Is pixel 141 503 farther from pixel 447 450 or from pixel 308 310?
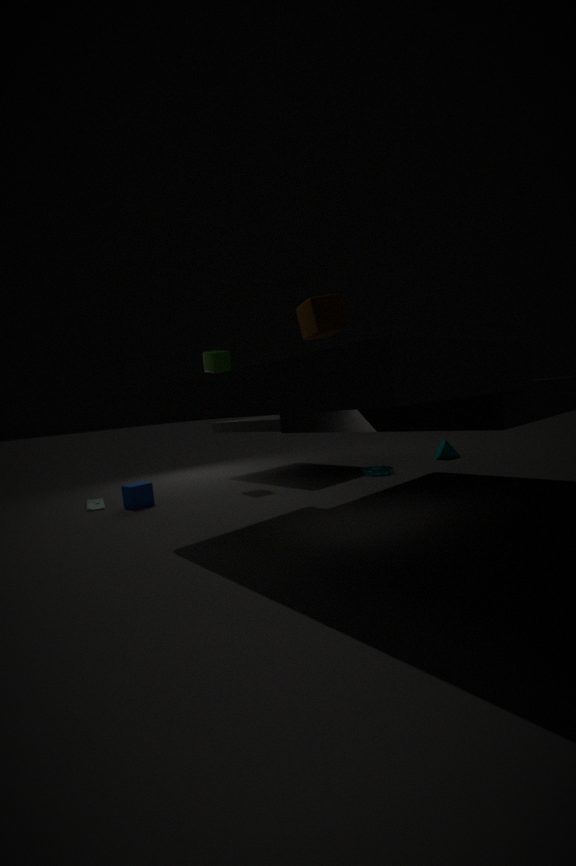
pixel 447 450
